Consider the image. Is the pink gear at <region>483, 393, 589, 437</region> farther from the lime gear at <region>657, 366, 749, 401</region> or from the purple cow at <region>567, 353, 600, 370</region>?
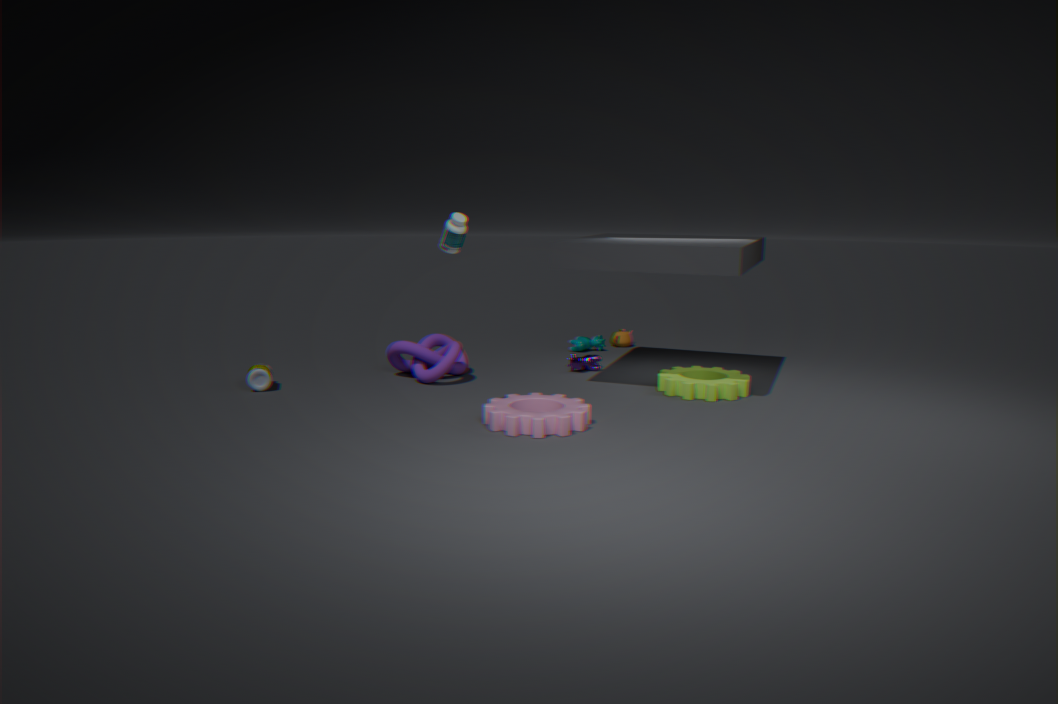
the purple cow at <region>567, 353, 600, 370</region>
